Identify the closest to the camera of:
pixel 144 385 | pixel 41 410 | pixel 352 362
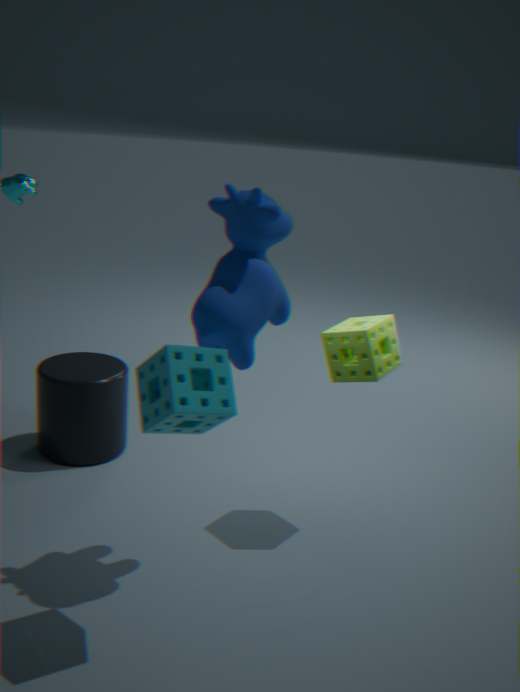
pixel 144 385
